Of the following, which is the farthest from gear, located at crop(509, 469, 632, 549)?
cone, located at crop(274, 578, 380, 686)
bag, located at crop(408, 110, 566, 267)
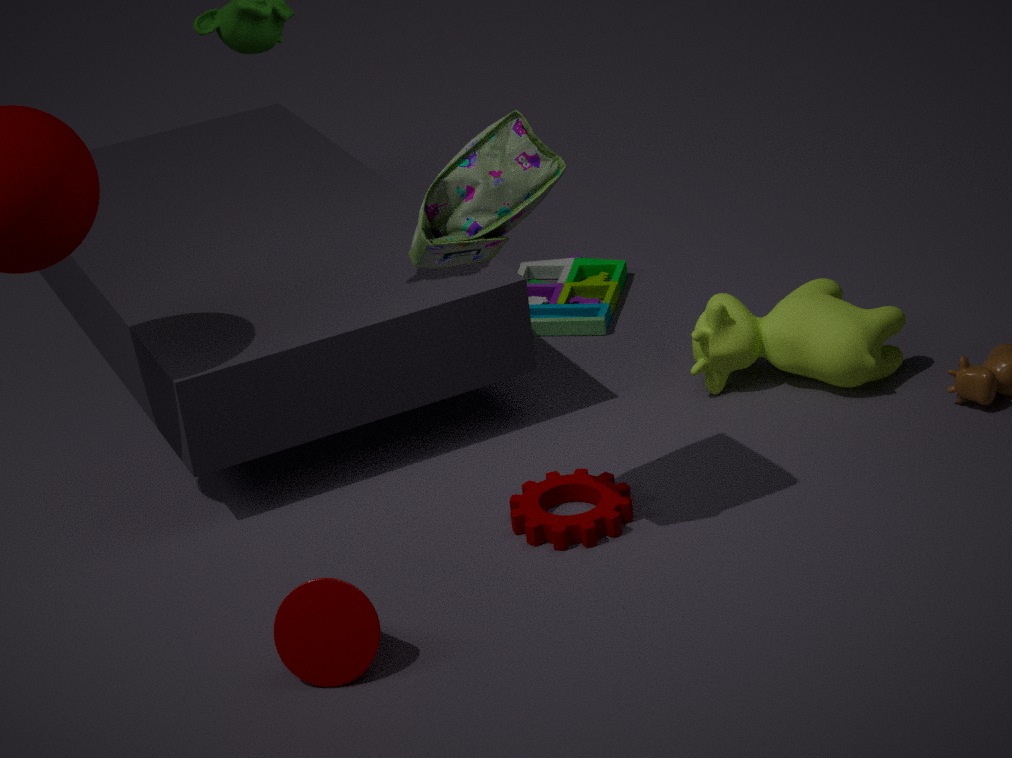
bag, located at crop(408, 110, 566, 267)
